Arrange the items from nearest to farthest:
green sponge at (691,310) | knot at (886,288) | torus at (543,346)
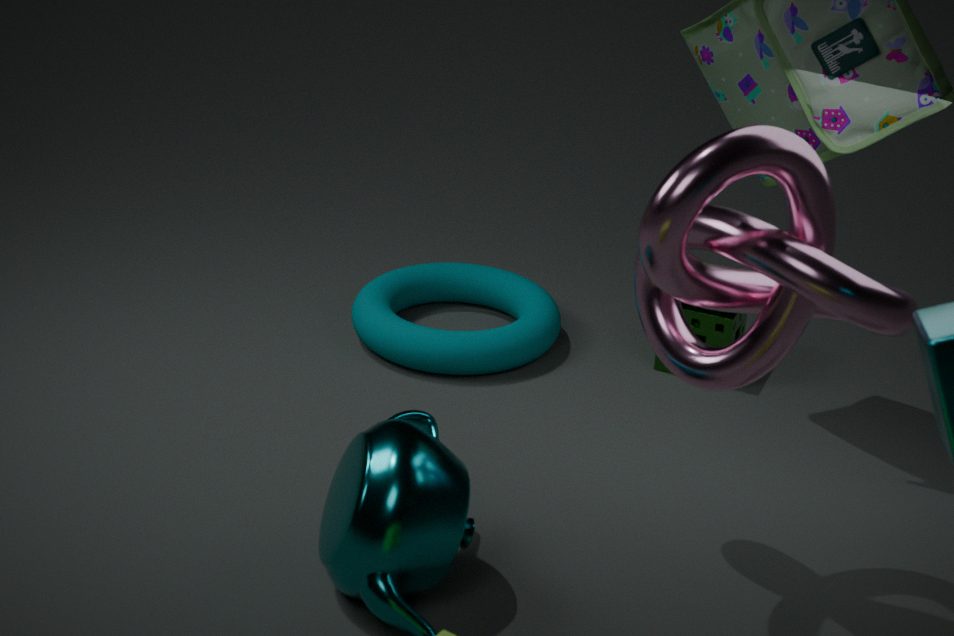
1. knot at (886,288)
2. torus at (543,346)
3. green sponge at (691,310)
